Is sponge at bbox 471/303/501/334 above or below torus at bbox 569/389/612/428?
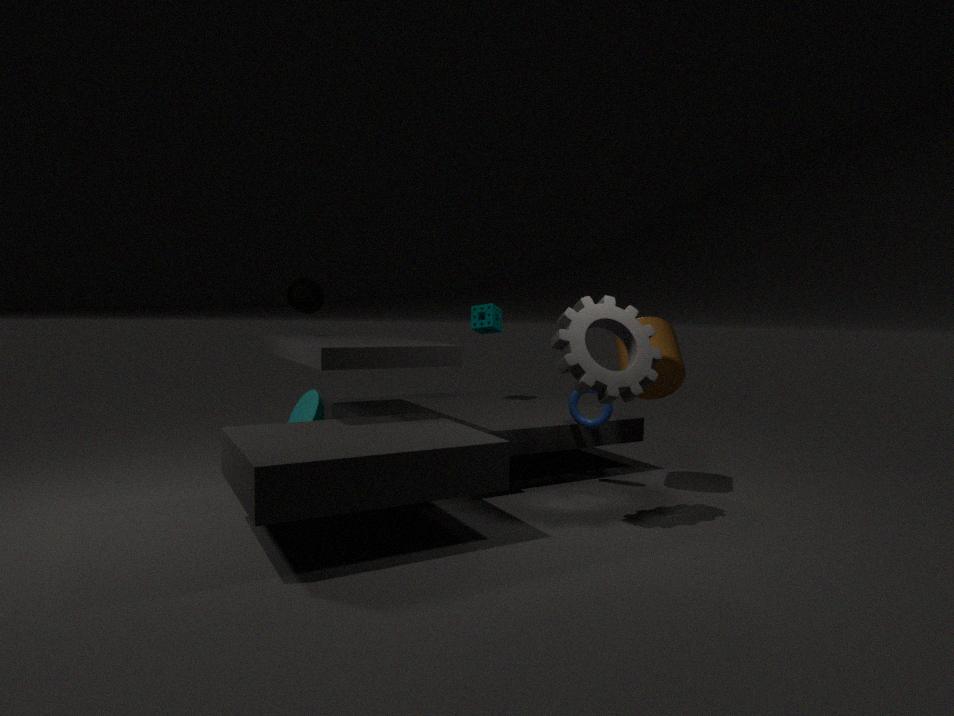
Answer: above
